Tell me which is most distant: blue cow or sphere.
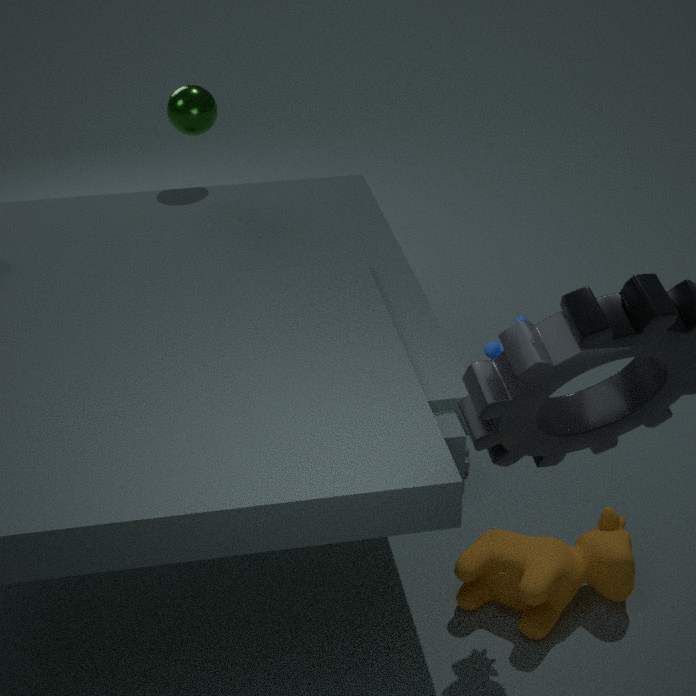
sphere
